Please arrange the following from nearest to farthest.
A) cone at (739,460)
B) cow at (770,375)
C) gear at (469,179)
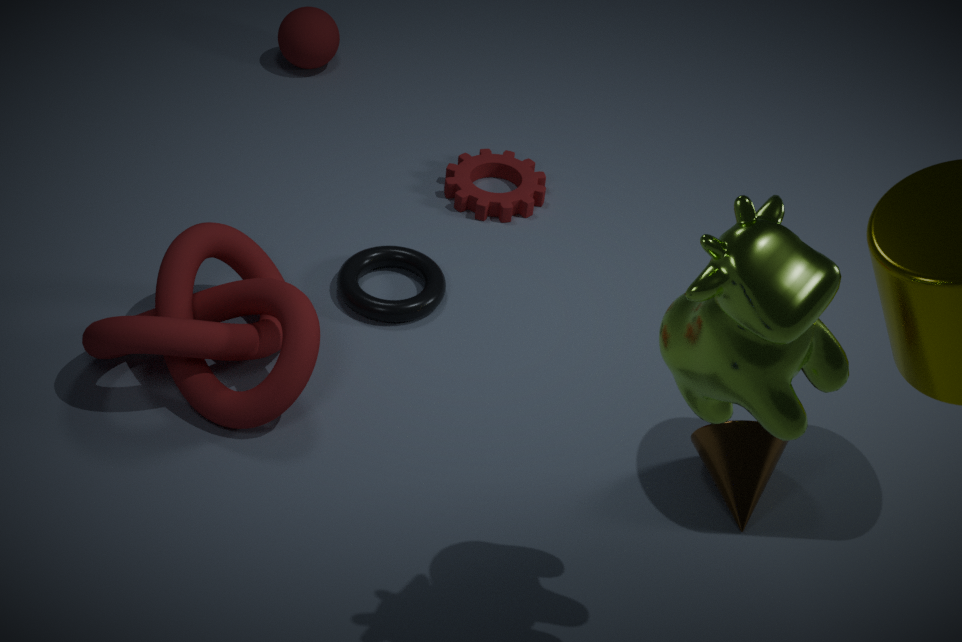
1. cow at (770,375)
2. cone at (739,460)
3. gear at (469,179)
